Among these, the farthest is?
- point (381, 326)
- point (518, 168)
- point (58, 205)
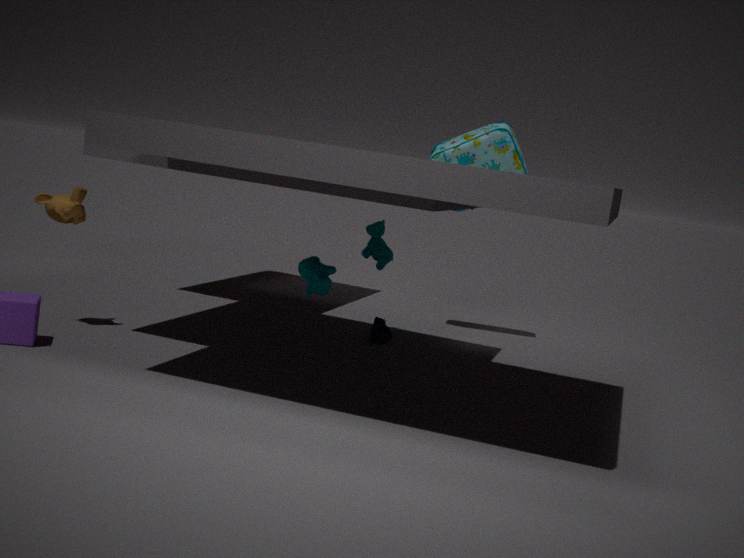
point (518, 168)
